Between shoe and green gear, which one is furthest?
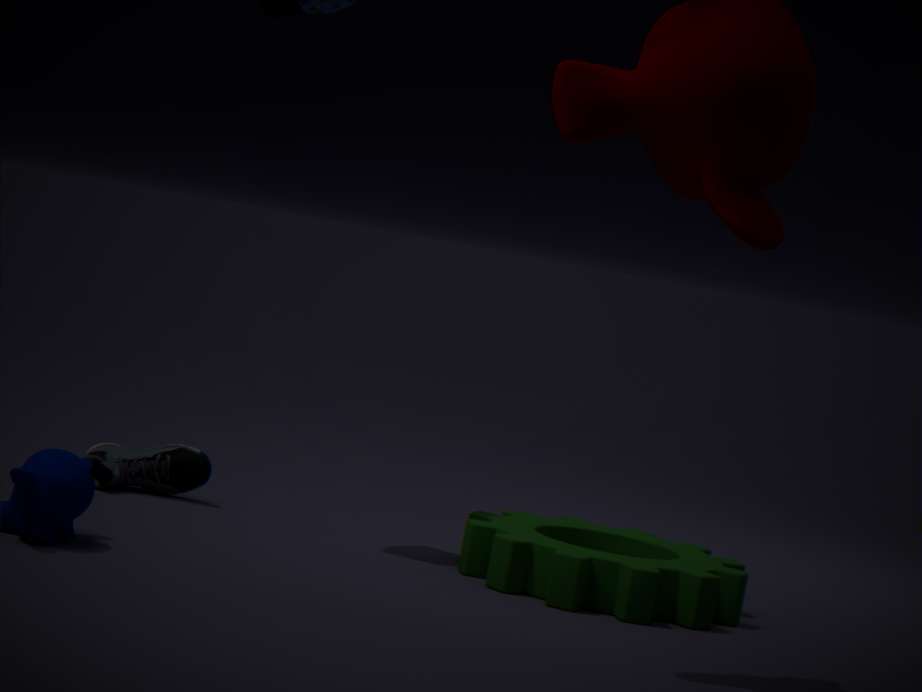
shoe
